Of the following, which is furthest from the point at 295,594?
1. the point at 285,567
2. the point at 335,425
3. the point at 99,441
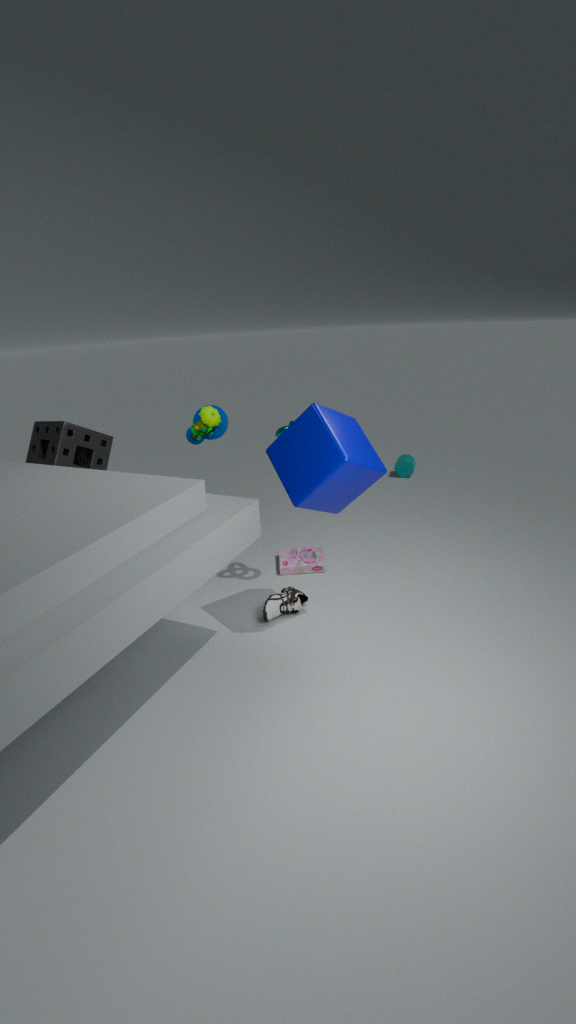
the point at 99,441
